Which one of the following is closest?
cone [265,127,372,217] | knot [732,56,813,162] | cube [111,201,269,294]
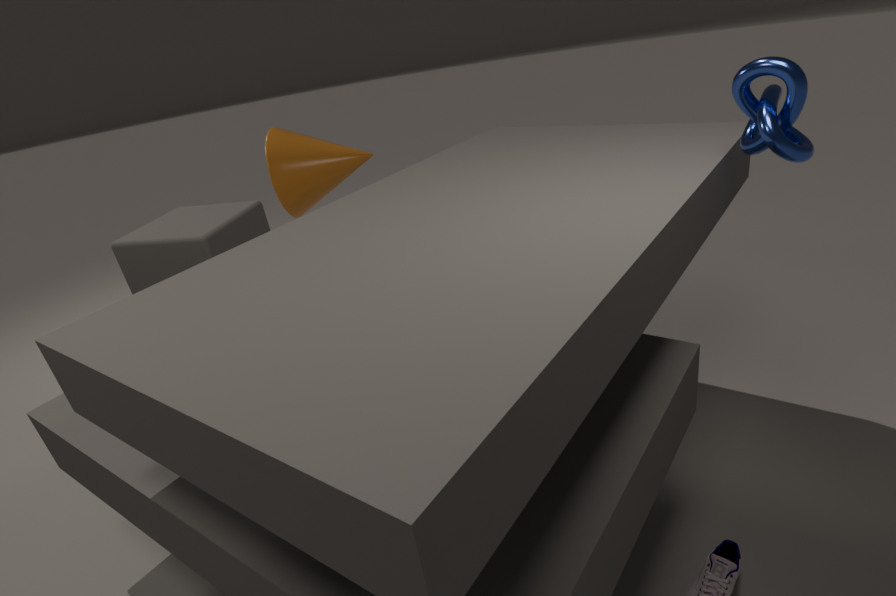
knot [732,56,813,162]
